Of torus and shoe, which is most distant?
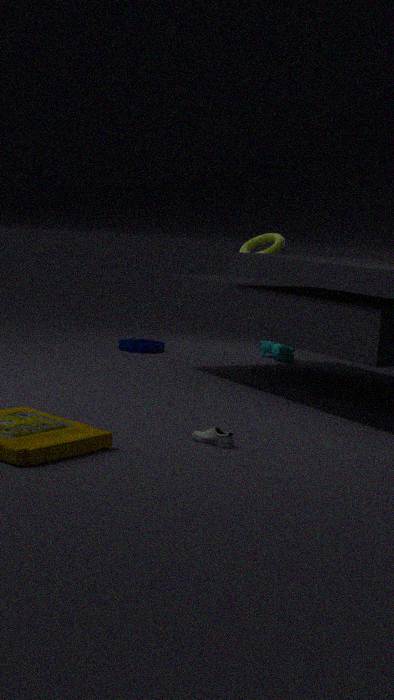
torus
